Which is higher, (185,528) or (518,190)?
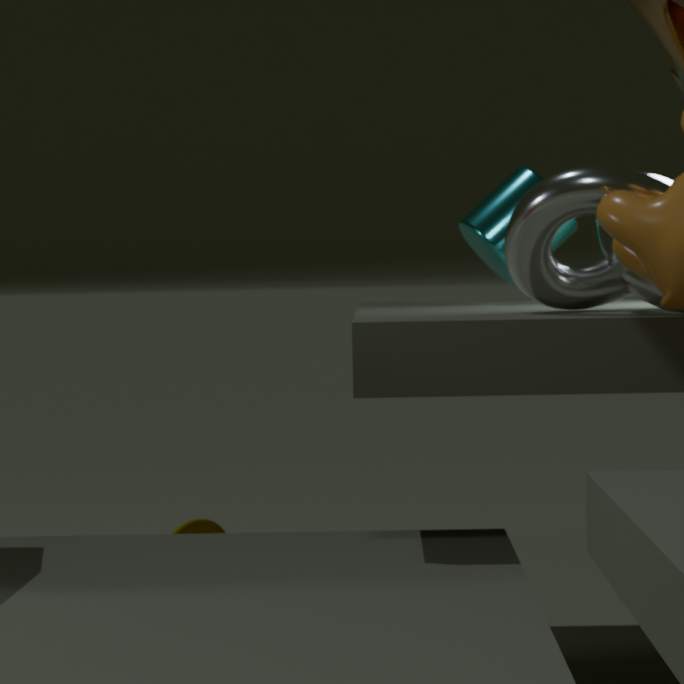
(518,190)
